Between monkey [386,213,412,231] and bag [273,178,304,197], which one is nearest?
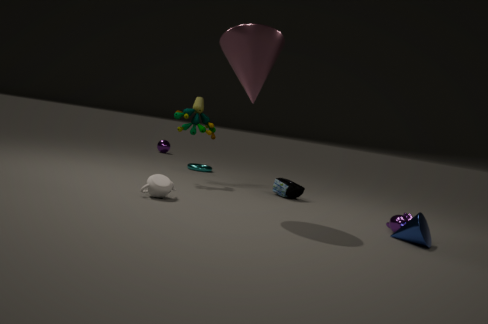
monkey [386,213,412,231]
